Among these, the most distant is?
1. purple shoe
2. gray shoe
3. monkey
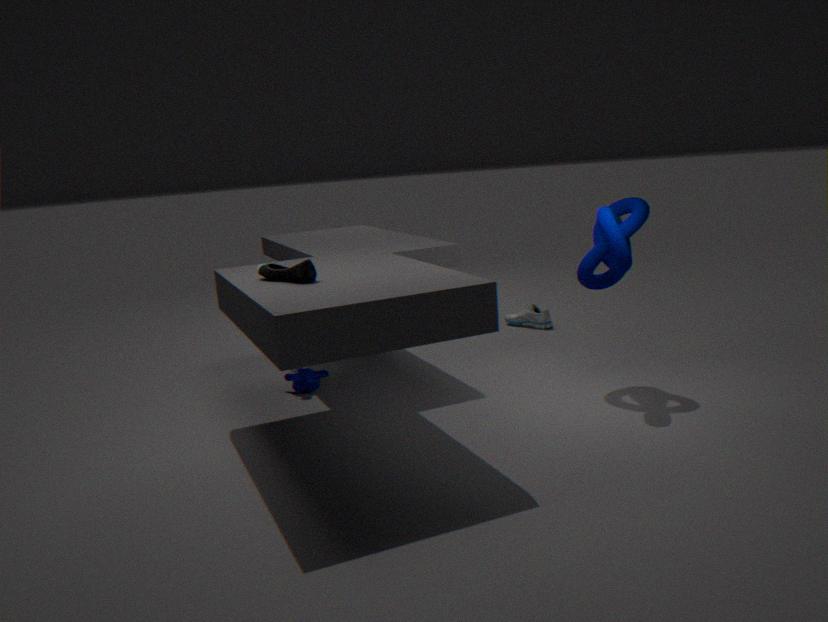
gray shoe
